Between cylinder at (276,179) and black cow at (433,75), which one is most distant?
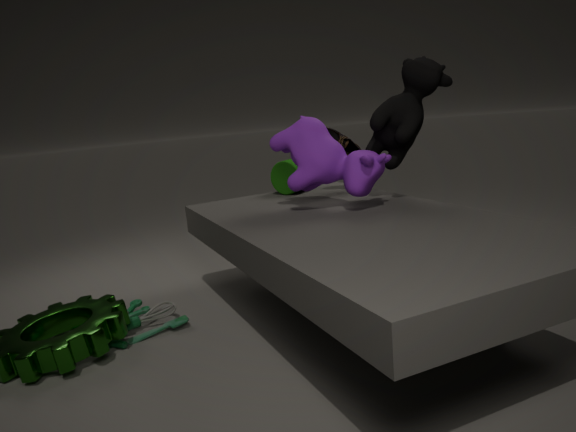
cylinder at (276,179)
